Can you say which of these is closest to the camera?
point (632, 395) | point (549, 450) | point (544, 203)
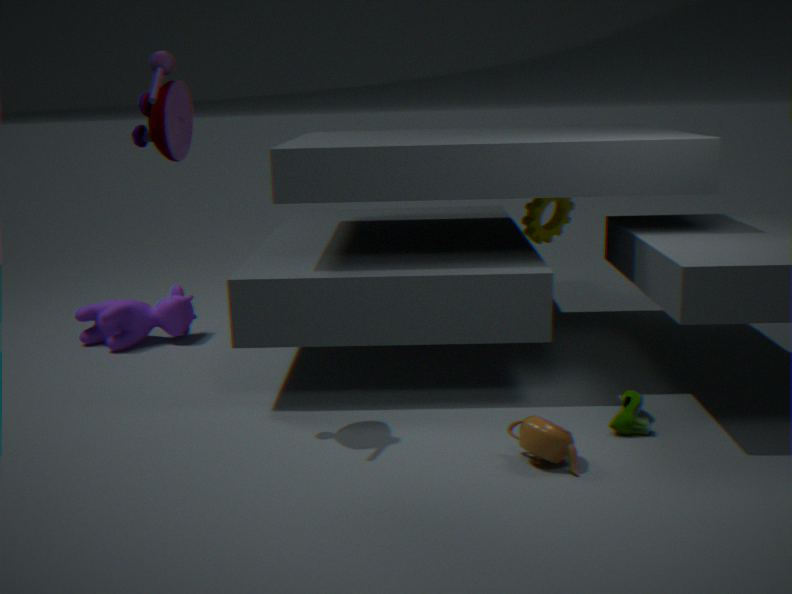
point (549, 450)
